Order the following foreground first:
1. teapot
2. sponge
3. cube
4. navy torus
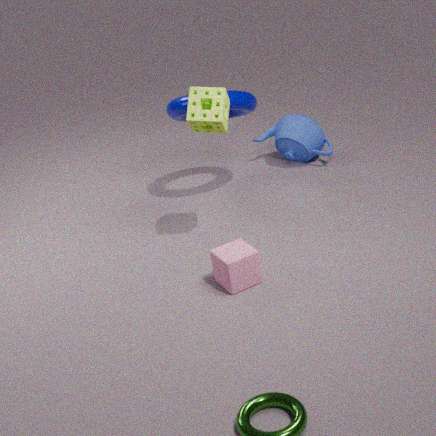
1. cube
2. sponge
3. navy torus
4. teapot
